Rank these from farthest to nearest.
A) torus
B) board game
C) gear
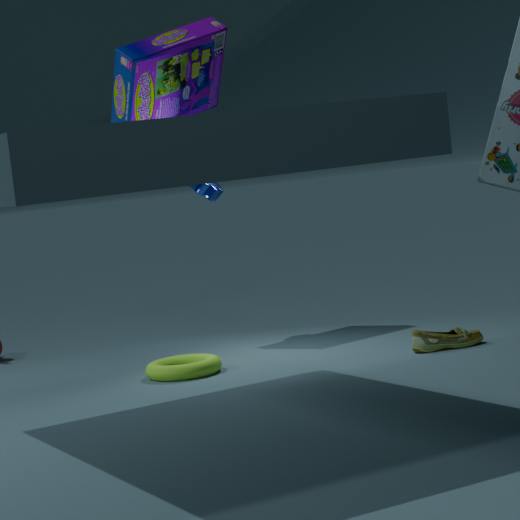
gear < board game < torus
